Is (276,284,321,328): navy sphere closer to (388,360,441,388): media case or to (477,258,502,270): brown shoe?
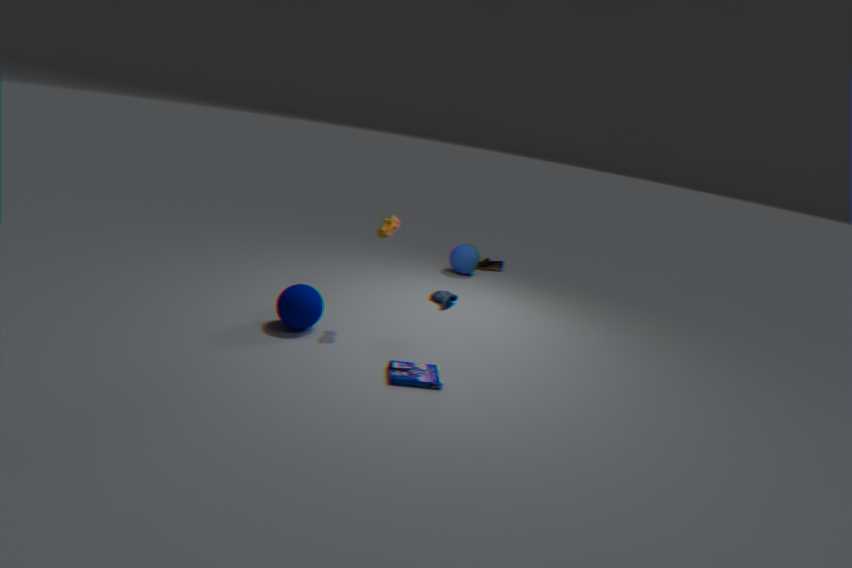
(388,360,441,388): media case
